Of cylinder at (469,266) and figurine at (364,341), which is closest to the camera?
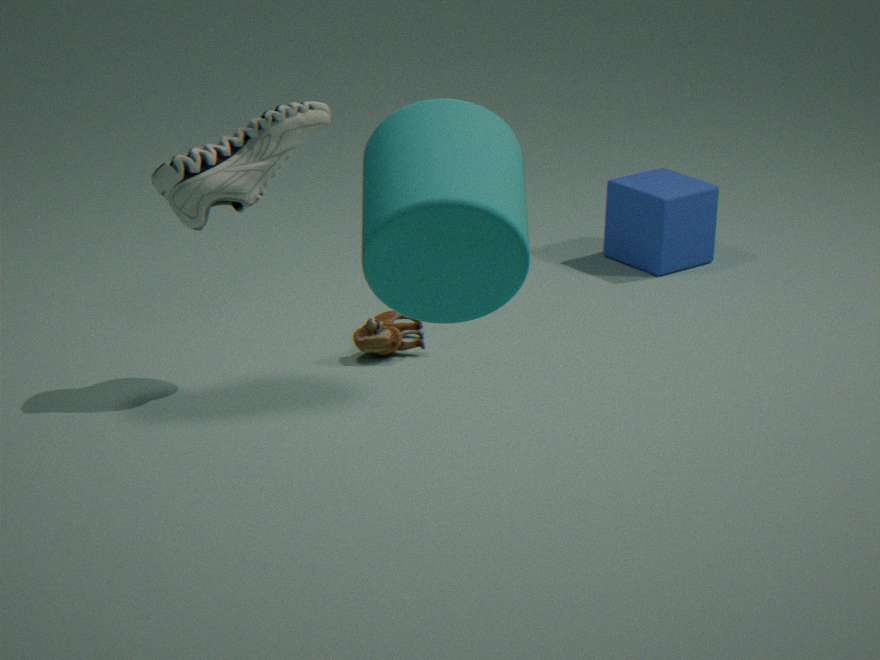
cylinder at (469,266)
